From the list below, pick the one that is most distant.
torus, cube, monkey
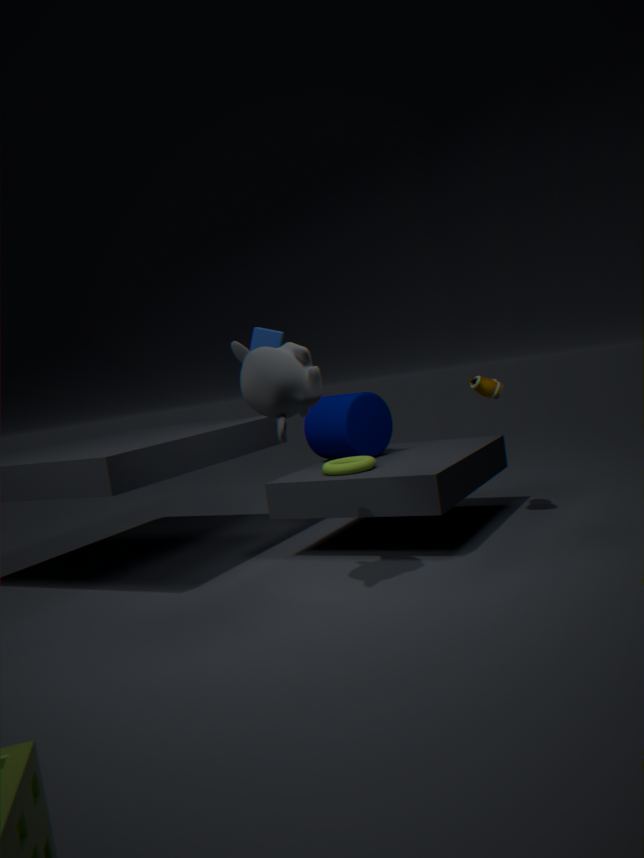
cube
